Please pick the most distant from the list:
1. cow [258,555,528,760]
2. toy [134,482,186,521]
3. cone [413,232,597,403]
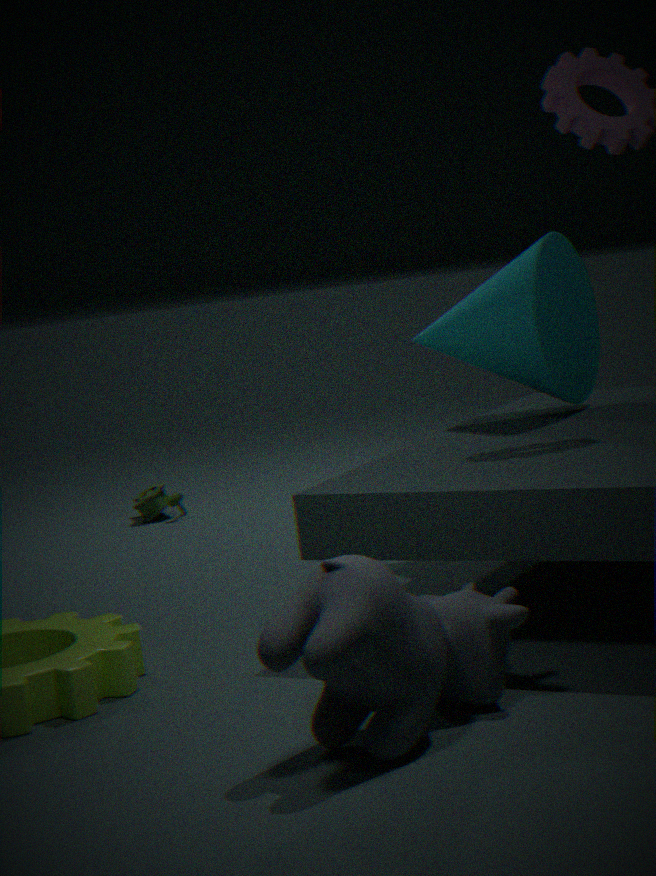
toy [134,482,186,521]
